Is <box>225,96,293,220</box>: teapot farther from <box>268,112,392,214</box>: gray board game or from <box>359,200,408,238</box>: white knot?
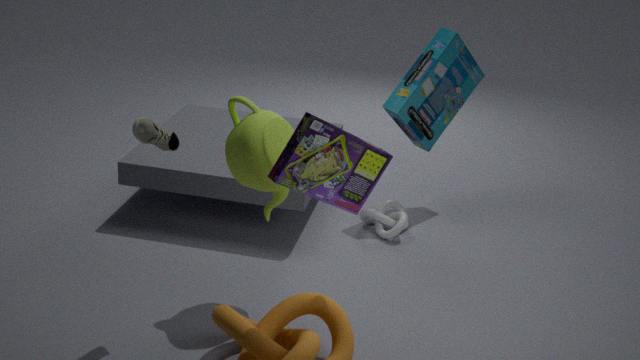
<box>359,200,408,238</box>: white knot
